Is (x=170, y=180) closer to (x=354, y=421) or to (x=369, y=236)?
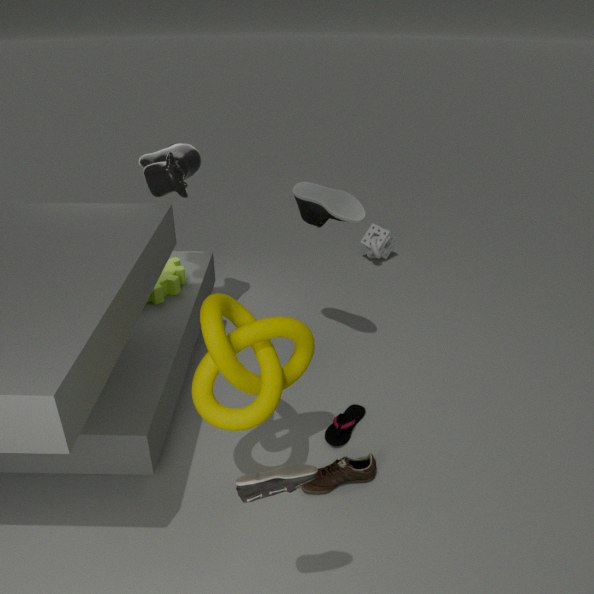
(x=354, y=421)
